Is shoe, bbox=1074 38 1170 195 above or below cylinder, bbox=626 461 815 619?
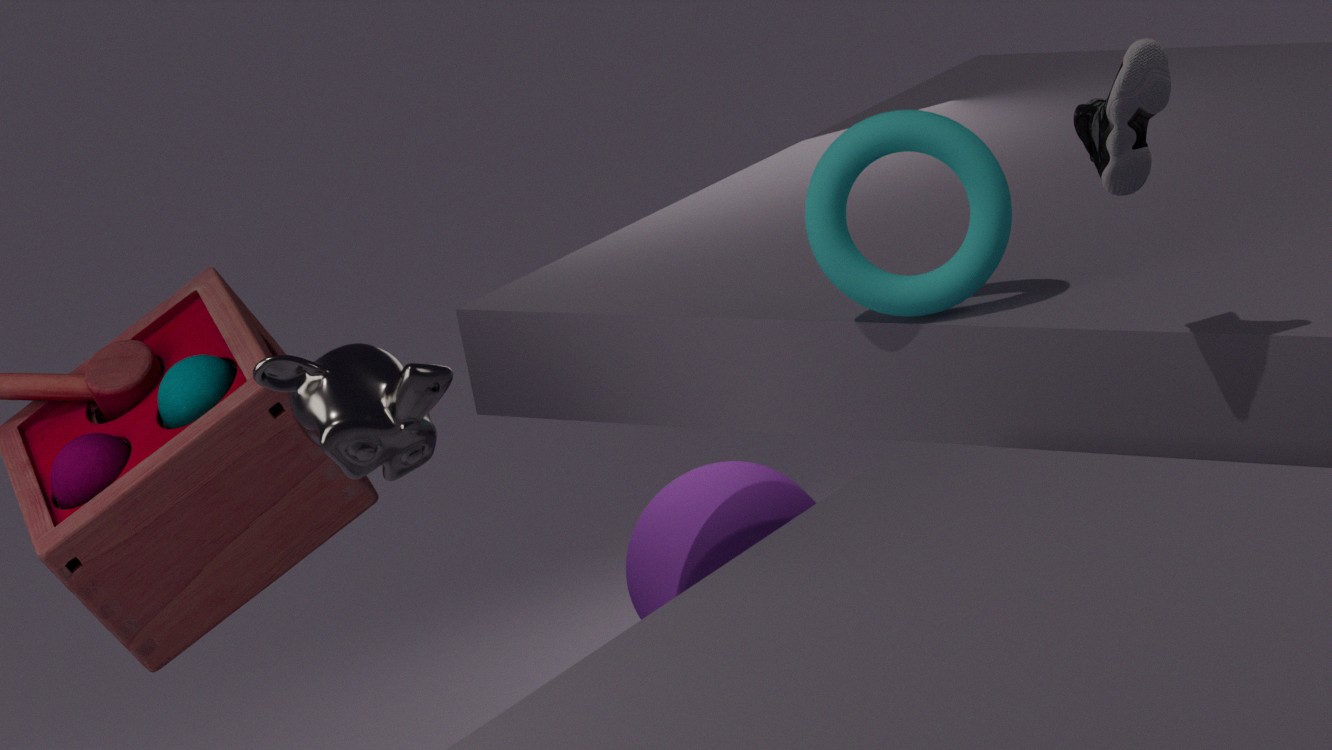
above
